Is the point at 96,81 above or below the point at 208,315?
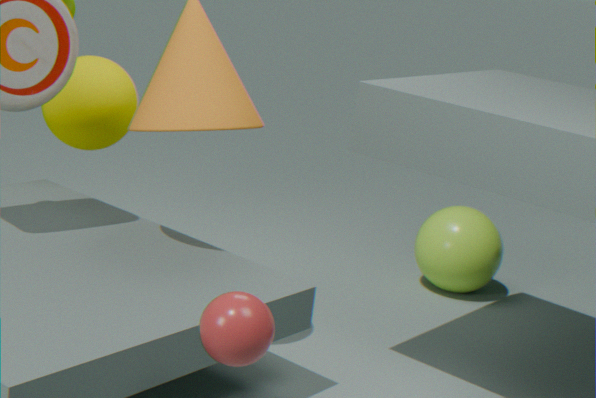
above
